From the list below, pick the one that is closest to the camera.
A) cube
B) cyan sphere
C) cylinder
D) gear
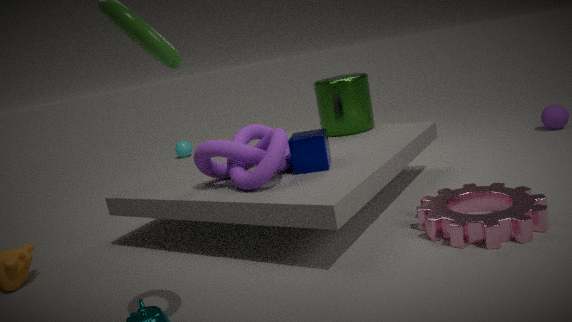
gear
